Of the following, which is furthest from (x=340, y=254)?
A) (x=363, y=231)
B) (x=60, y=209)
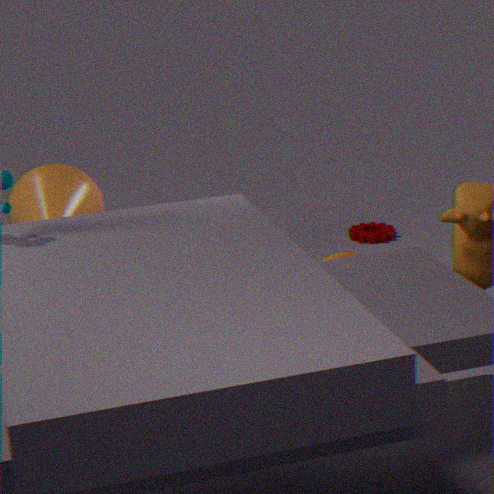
(x=60, y=209)
